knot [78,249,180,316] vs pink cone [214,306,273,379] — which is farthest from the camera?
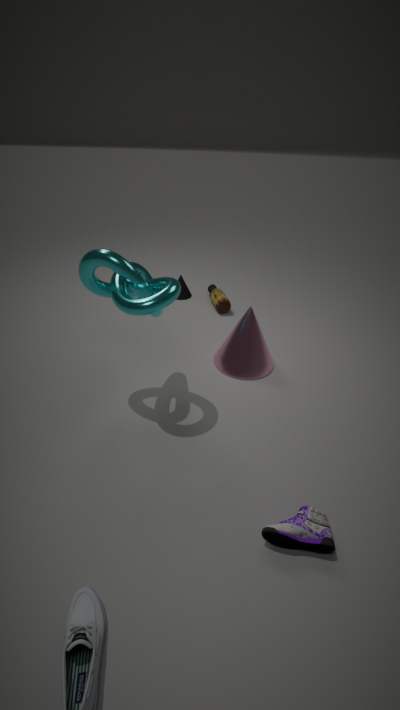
pink cone [214,306,273,379]
